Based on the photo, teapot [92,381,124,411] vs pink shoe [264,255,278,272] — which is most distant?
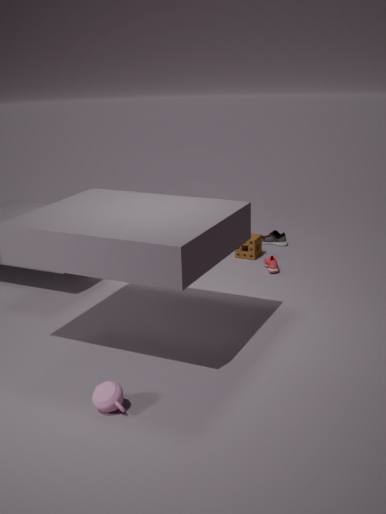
pink shoe [264,255,278,272]
